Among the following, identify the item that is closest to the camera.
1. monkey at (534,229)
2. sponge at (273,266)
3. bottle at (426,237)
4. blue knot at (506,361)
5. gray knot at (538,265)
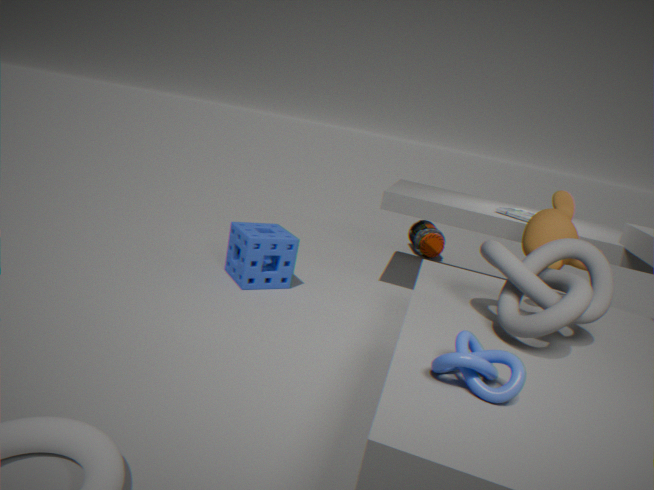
blue knot at (506,361)
